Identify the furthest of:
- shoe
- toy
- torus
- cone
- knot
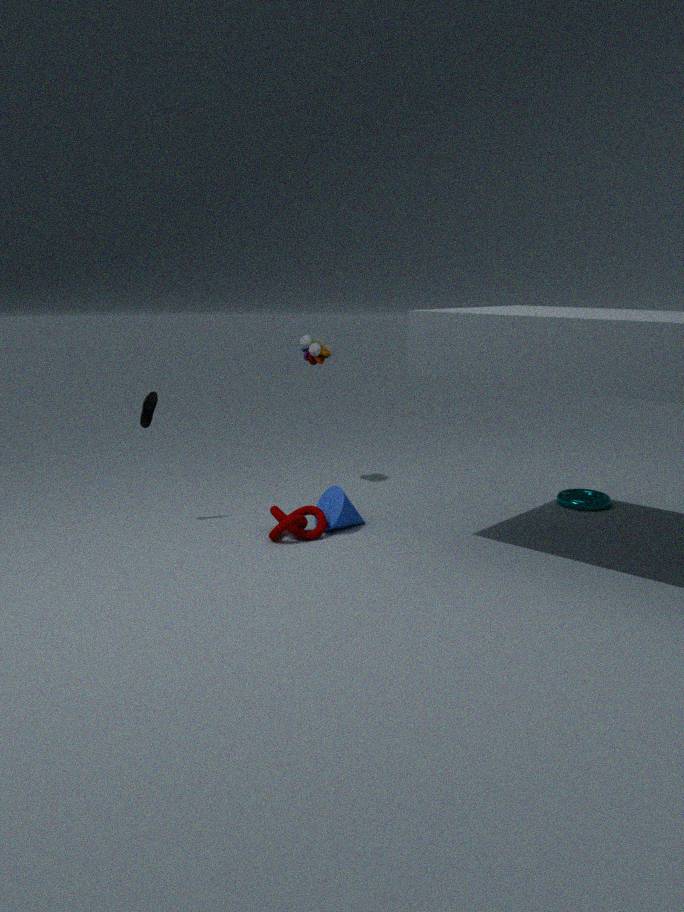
toy
